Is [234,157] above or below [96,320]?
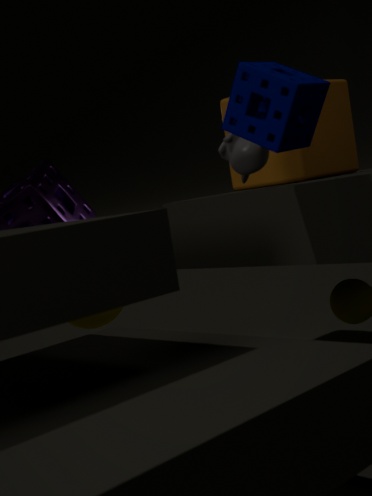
above
